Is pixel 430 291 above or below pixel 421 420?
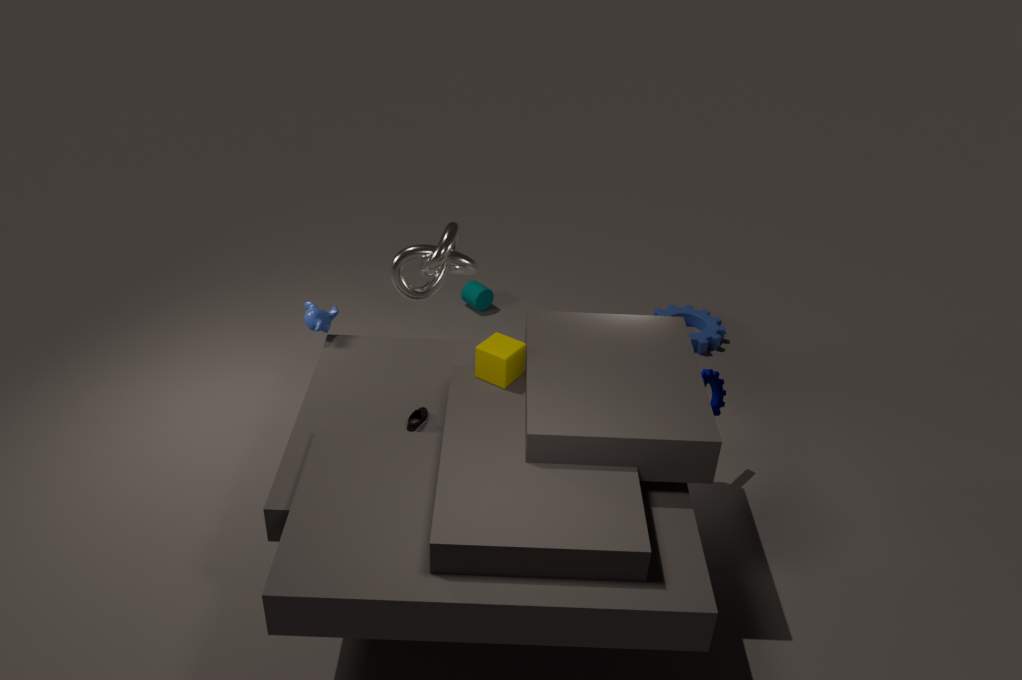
above
